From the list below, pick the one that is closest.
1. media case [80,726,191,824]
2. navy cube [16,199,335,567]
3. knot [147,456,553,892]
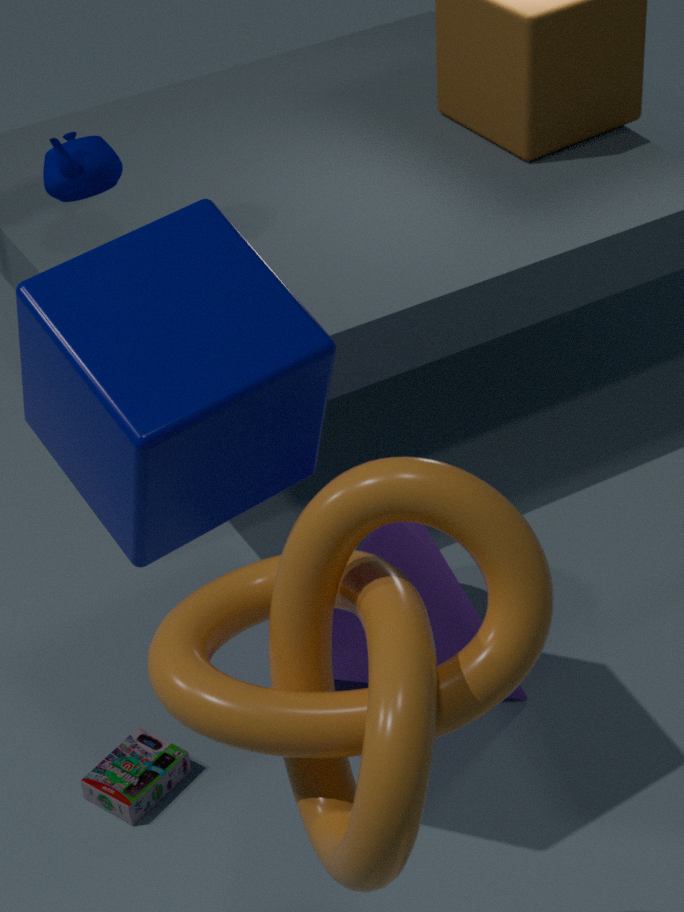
knot [147,456,553,892]
